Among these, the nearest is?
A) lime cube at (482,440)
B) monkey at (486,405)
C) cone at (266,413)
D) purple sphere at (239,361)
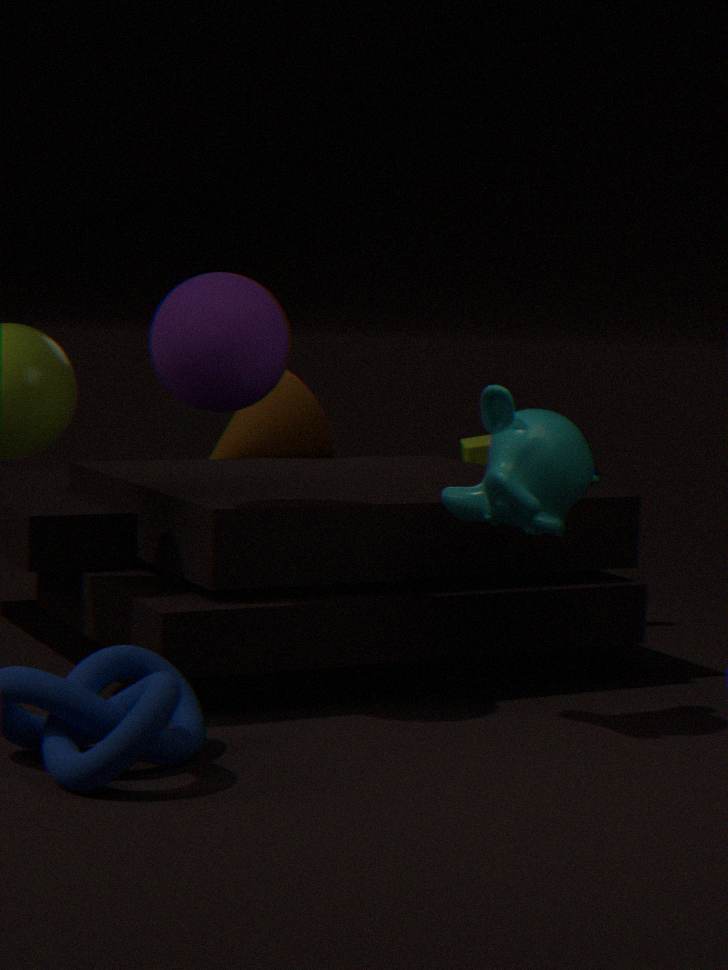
purple sphere at (239,361)
